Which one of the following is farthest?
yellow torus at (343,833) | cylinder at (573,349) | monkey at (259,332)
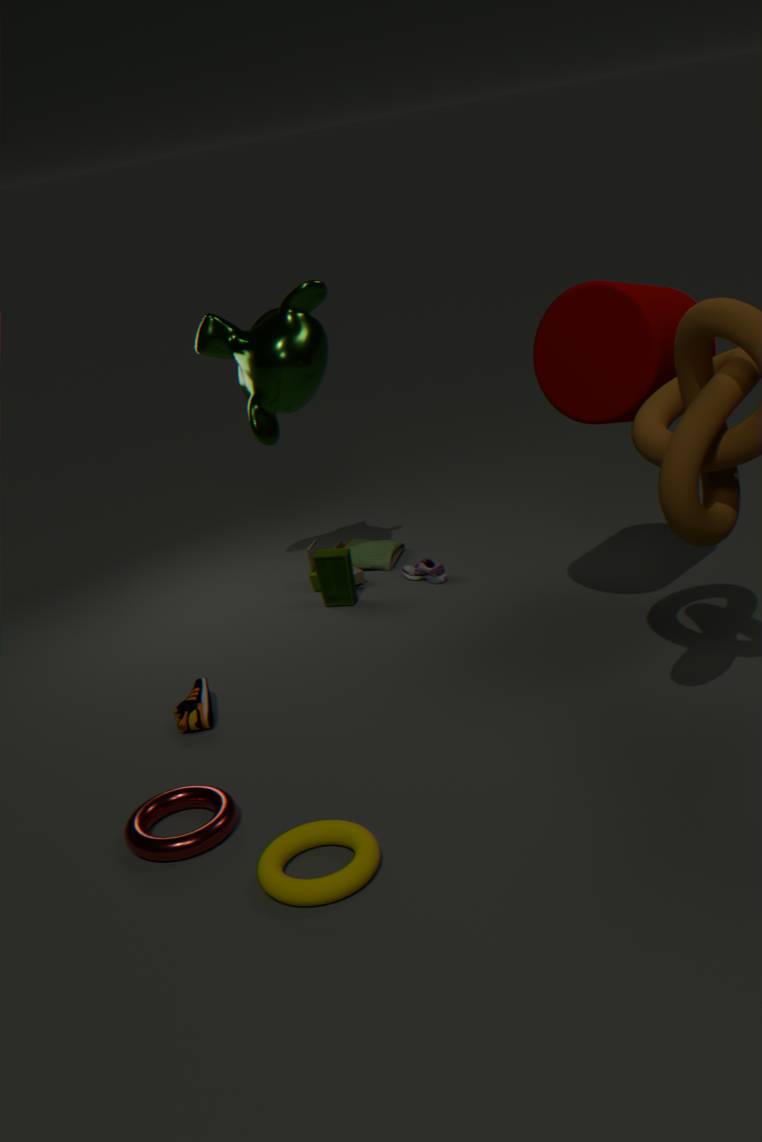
monkey at (259,332)
